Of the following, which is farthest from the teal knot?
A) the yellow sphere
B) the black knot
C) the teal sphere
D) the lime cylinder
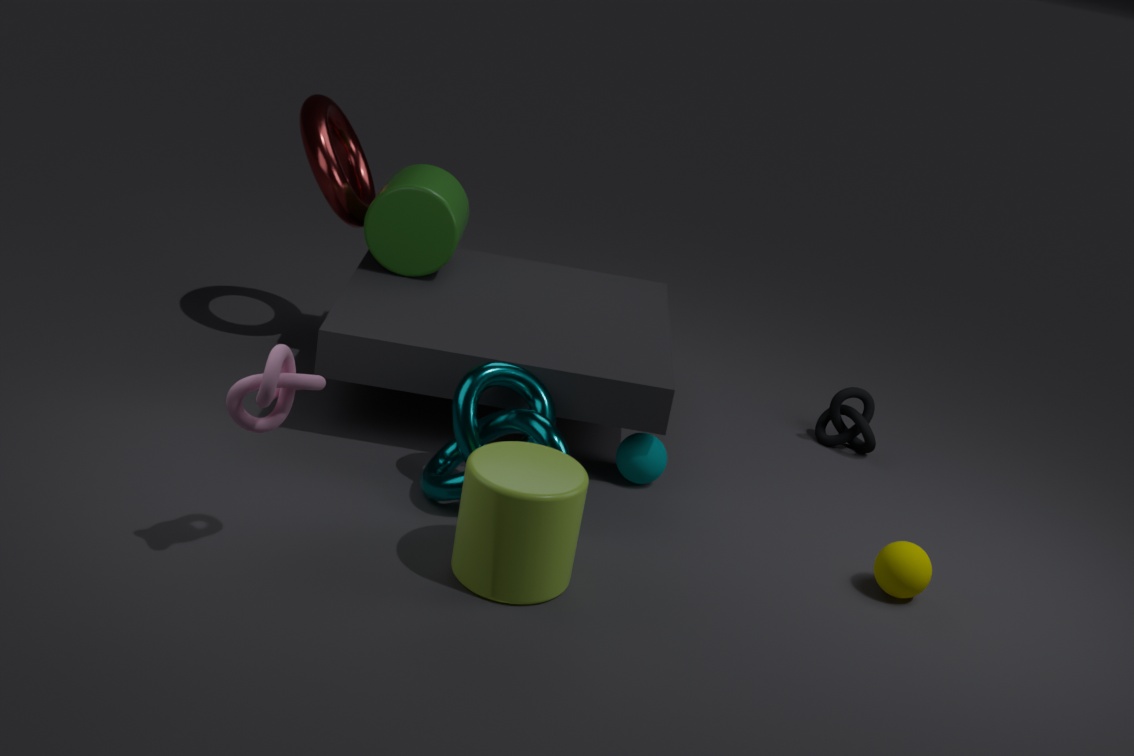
the black knot
